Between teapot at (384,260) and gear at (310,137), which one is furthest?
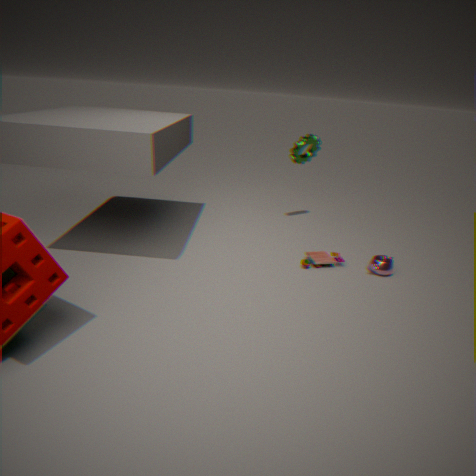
gear at (310,137)
